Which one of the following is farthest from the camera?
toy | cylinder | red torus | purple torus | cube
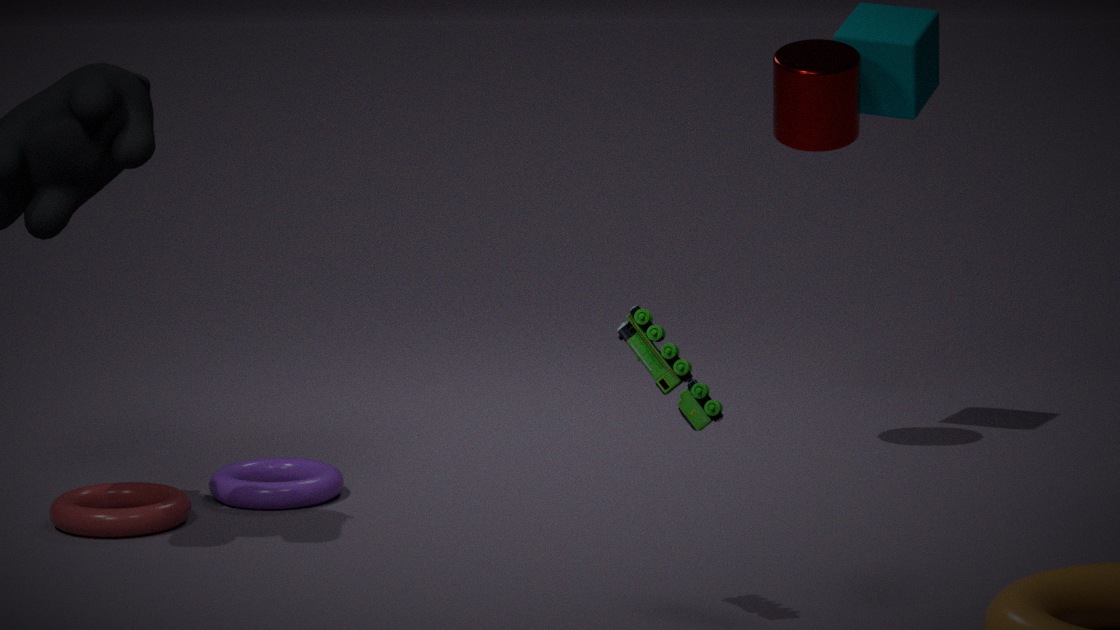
cube
